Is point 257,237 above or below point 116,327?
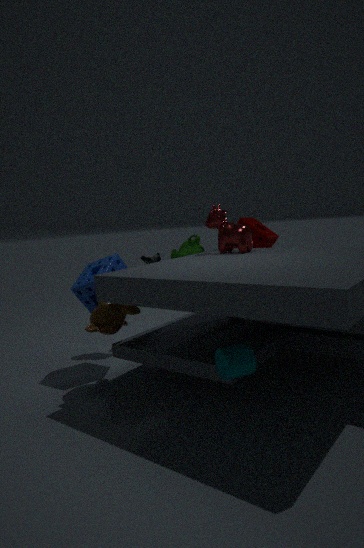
above
